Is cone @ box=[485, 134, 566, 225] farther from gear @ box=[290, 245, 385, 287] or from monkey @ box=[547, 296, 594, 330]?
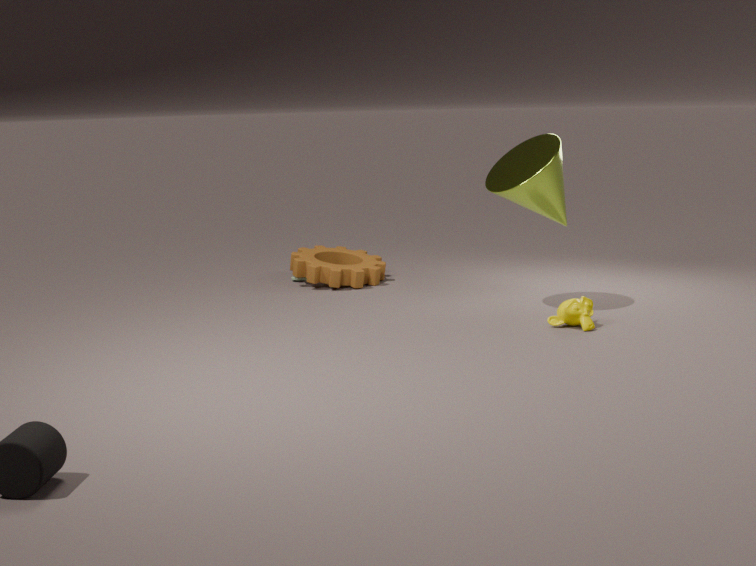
gear @ box=[290, 245, 385, 287]
